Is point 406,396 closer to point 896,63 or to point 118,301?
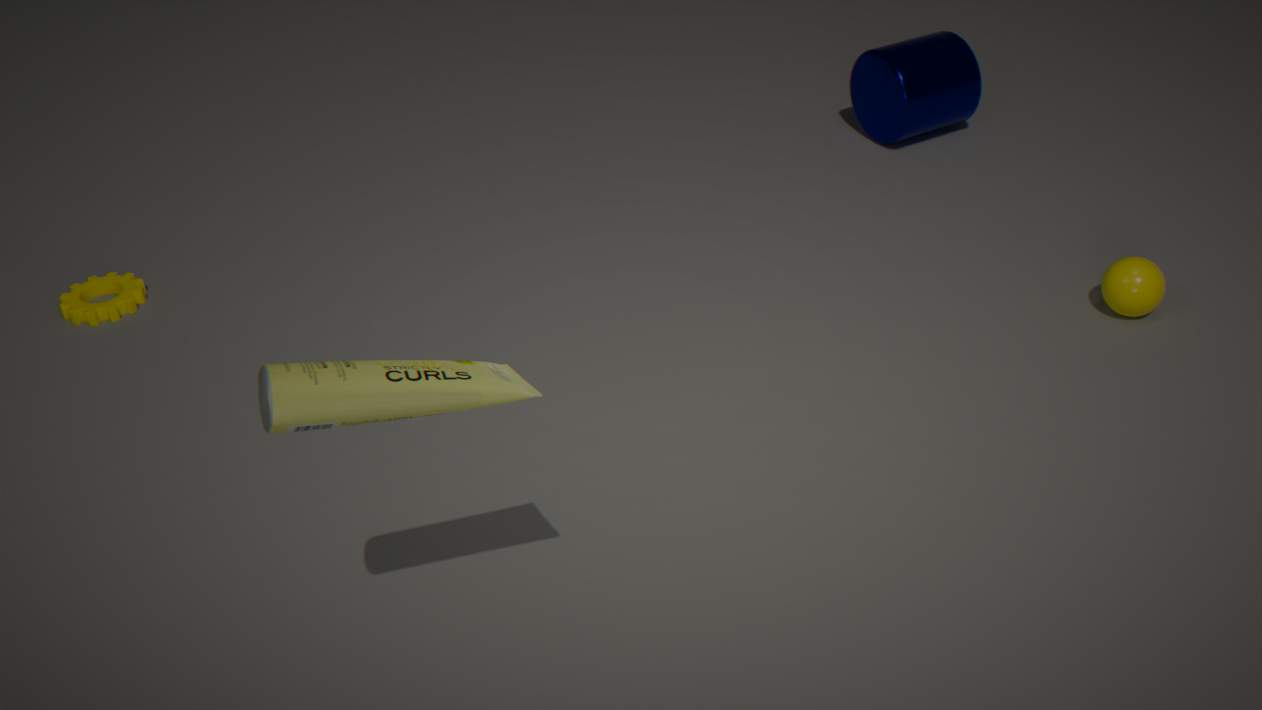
point 118,301
